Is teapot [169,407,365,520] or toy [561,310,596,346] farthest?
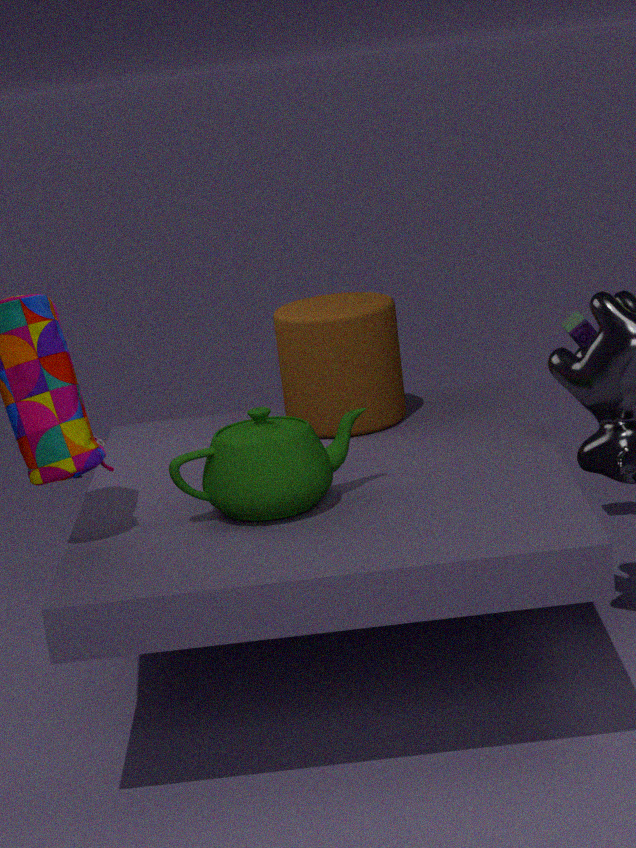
toy [561,310,596,346]
